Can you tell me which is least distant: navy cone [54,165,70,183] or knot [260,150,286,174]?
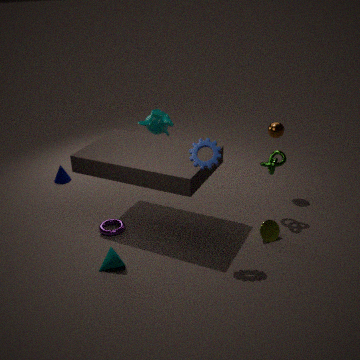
knot [260,150,286,174]
